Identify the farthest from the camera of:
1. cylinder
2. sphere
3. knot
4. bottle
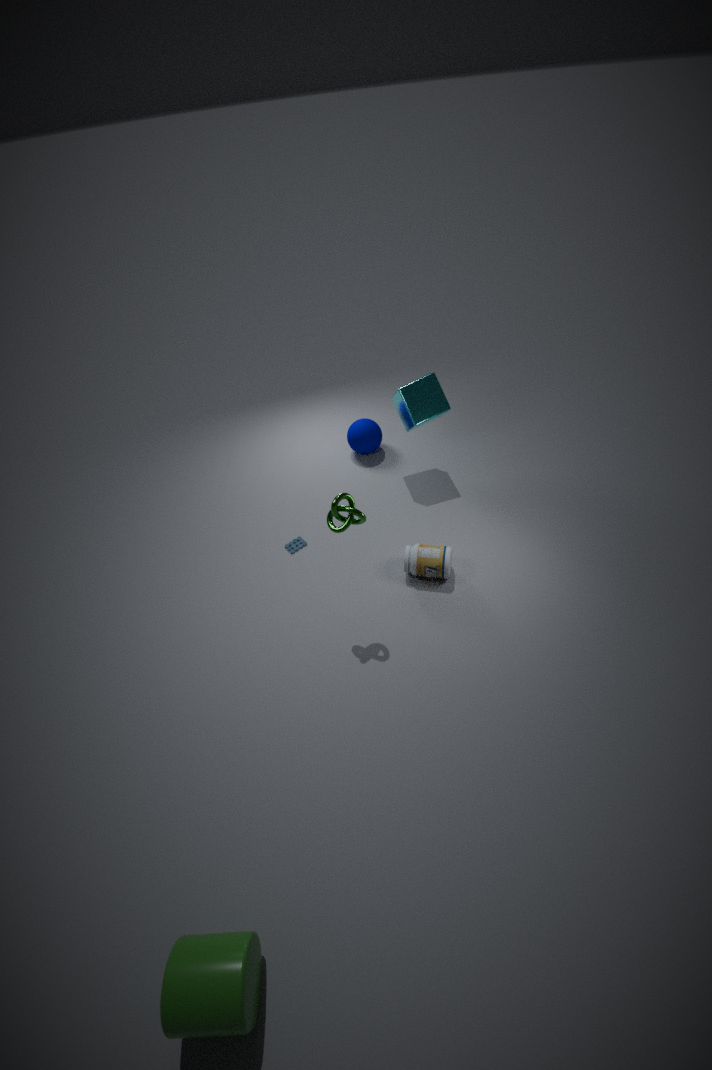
sphere
